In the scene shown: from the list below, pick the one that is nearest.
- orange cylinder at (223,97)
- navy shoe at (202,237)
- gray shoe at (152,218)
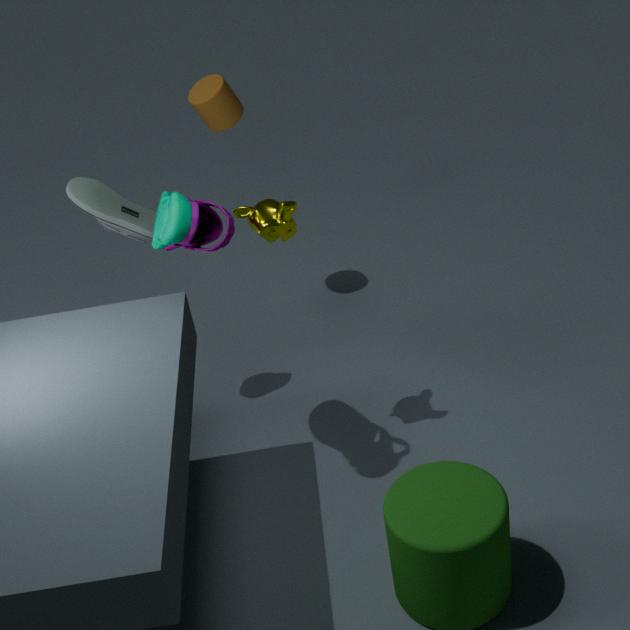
navy shoe at (202,237)
